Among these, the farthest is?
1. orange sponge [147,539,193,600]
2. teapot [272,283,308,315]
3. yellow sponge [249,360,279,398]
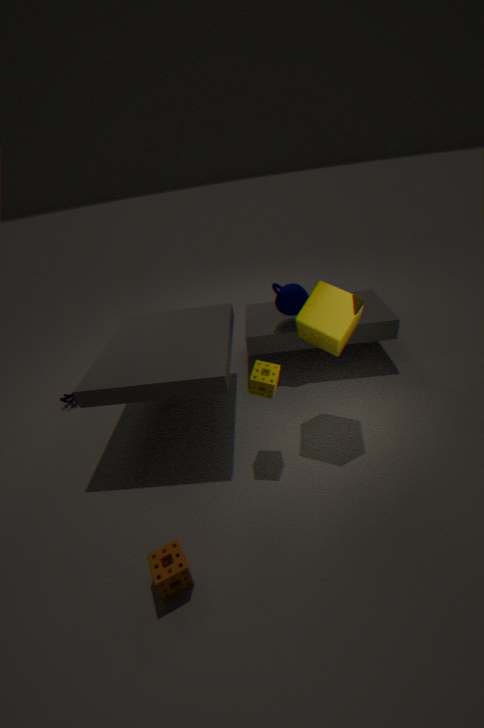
teapot [272,283,308,315]
